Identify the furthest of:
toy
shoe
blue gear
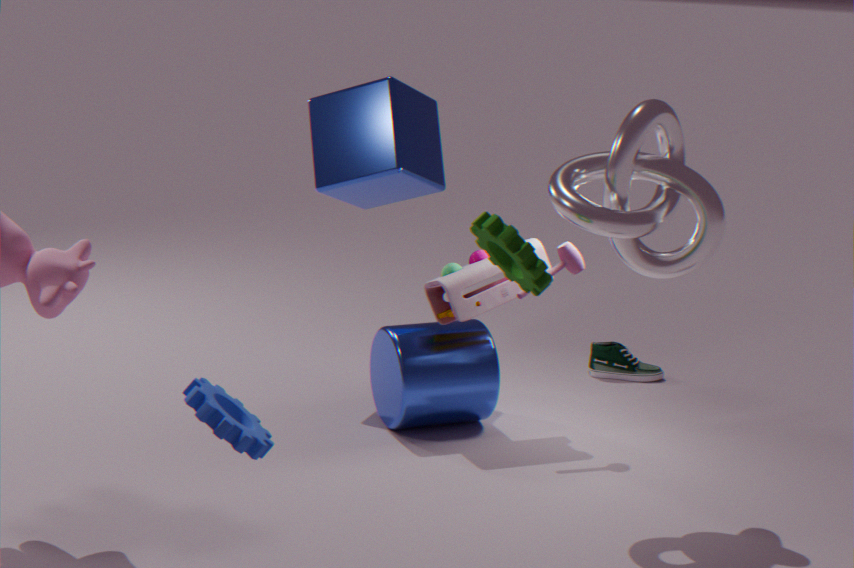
shoe
